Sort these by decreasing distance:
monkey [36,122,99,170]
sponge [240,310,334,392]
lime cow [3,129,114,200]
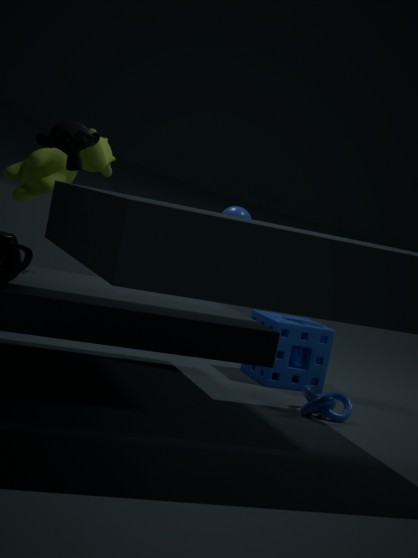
sponge [240,310,334,392]
lime cow [3,129,114,200]
monkey [36,122,99,170]
